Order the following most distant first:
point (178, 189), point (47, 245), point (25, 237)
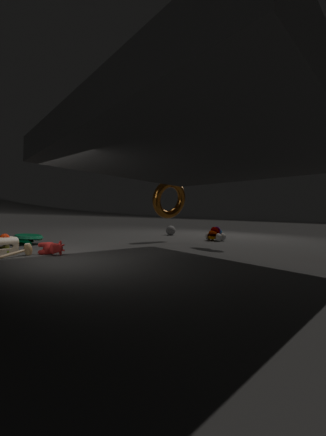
point (178, 189) < point (25, 237) < point (47, 245)
